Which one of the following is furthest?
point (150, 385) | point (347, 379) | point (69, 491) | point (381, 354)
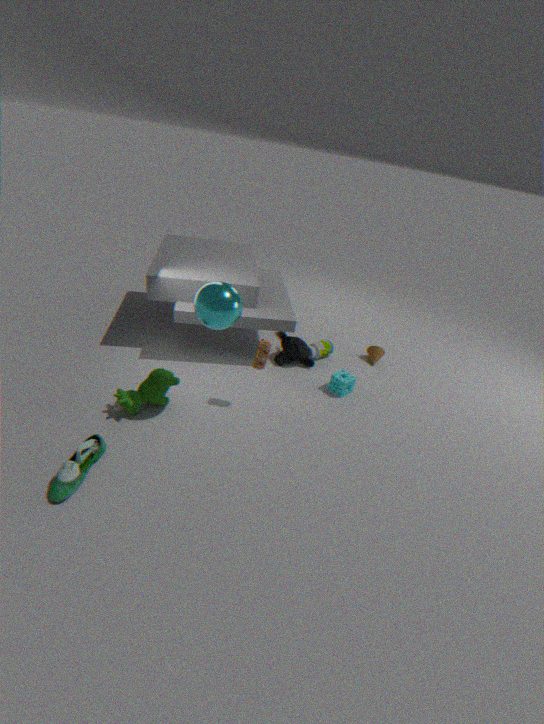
point (381, 354)
